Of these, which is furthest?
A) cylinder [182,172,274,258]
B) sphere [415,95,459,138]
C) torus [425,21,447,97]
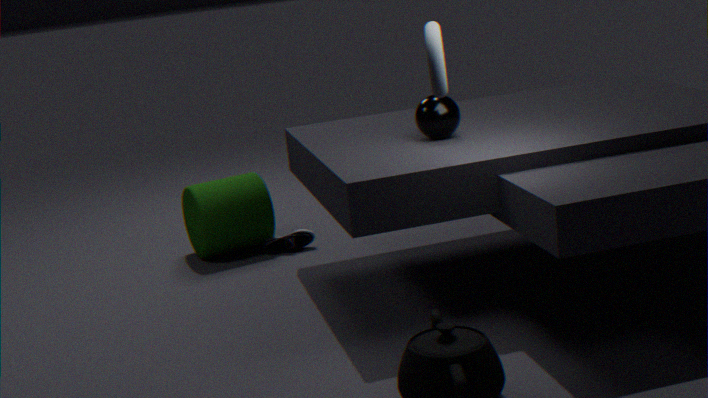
cylinder [182,172,274,258]
